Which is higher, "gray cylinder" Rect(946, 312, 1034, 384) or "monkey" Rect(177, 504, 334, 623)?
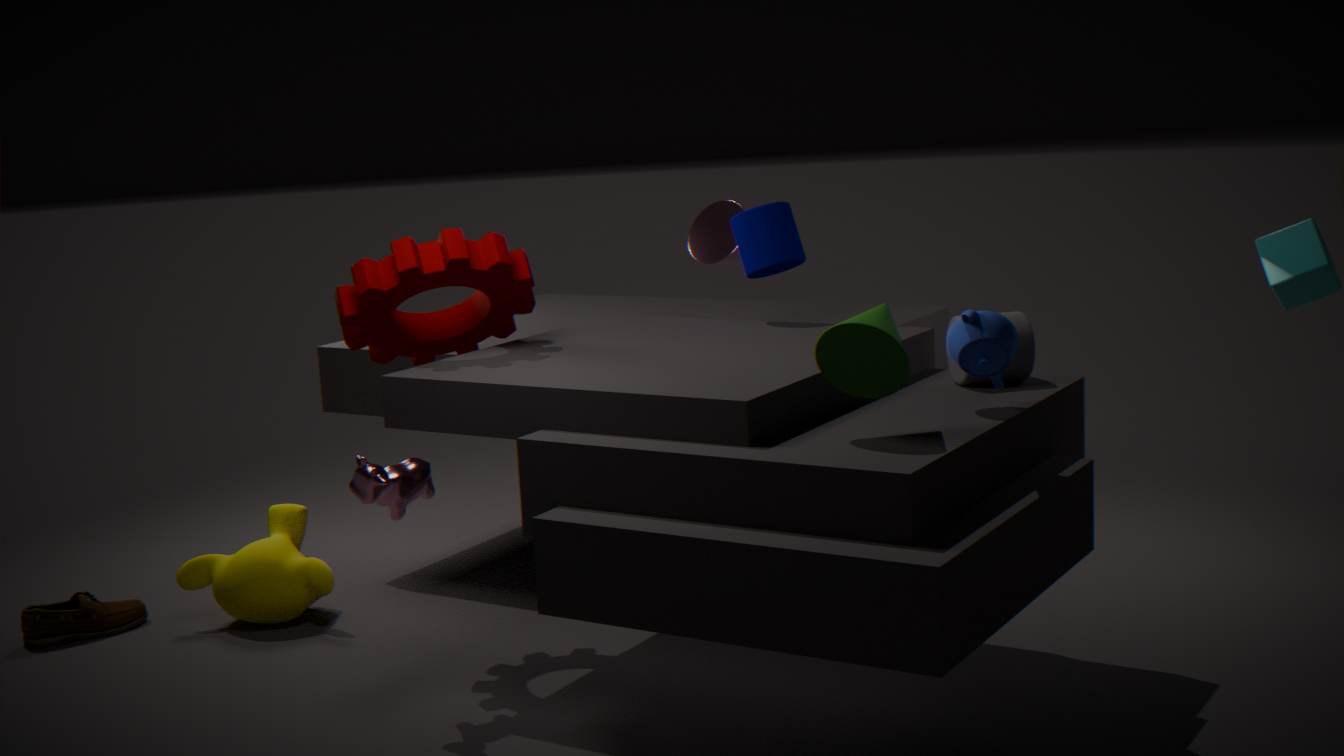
"gray cylinder" Rect(946, 312, 1034, 384)
